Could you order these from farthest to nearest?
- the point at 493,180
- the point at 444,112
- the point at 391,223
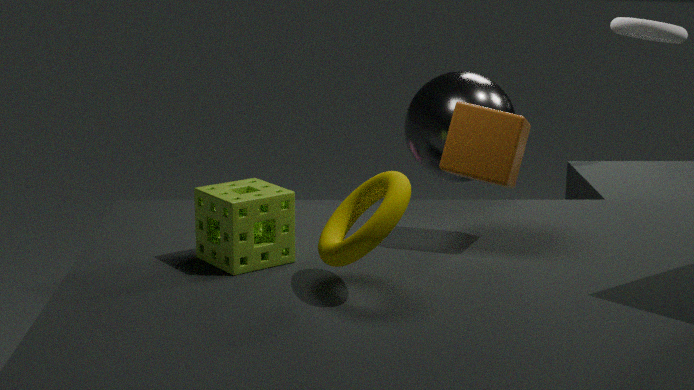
the point at 444,112 → the point at 493,180 → the point at 391,223
